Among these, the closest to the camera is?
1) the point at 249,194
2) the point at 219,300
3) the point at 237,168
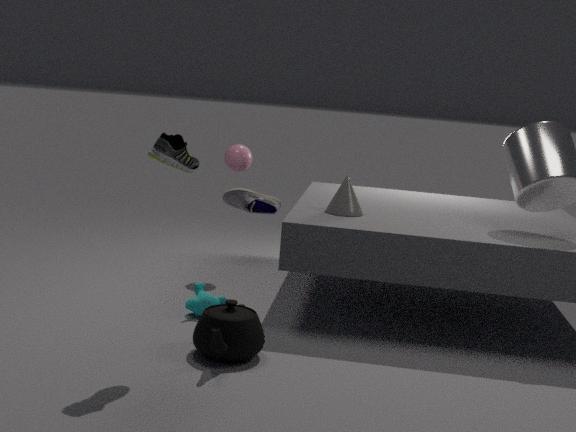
1. the point at 249,194
